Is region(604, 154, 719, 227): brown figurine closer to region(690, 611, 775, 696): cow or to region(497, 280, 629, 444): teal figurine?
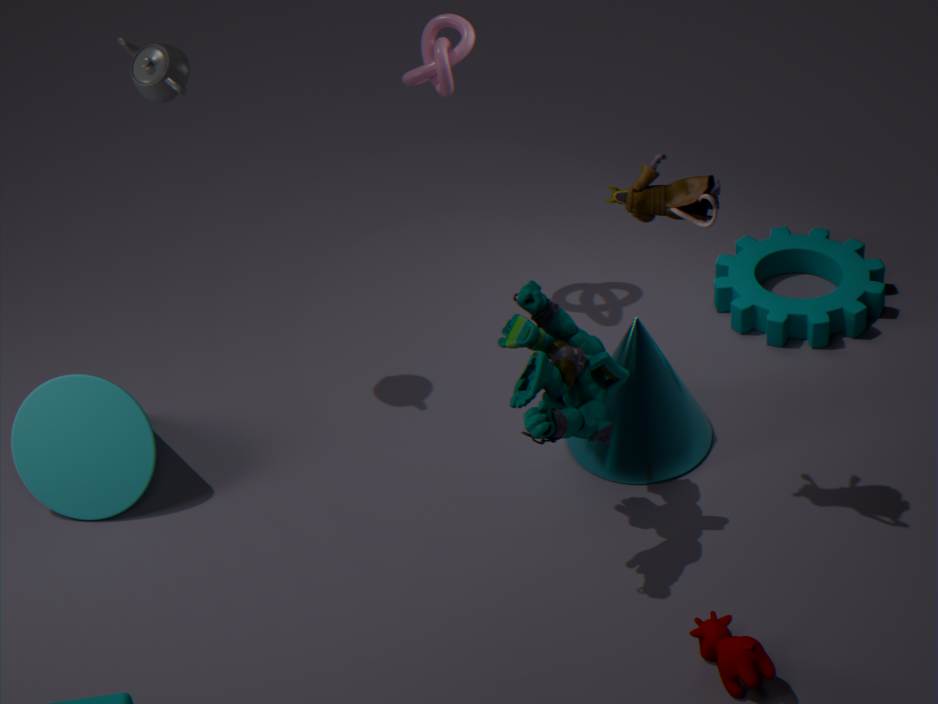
region(497, 280, 629, 444): teal figurine
